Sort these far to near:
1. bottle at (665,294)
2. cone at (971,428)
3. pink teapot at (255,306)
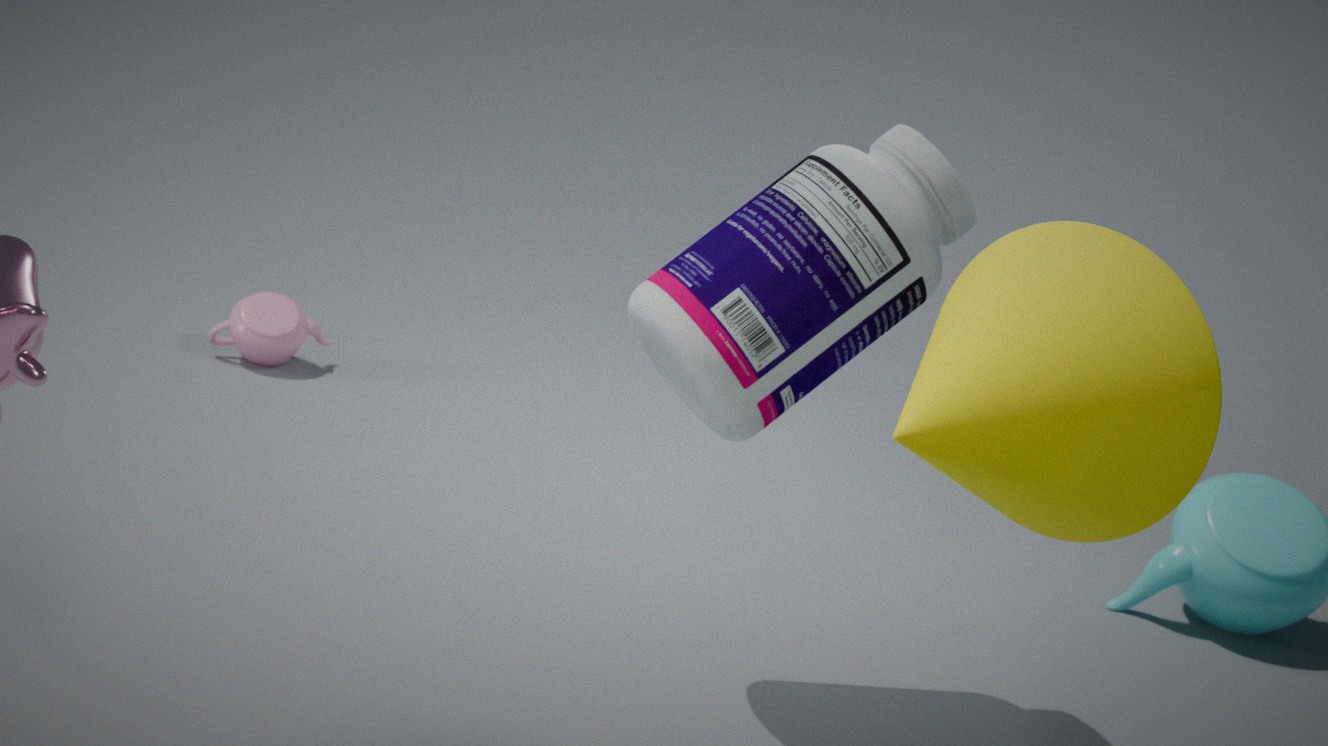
pink teapot at (255,306)
bottle at (665,294)
cone at (971,428)
